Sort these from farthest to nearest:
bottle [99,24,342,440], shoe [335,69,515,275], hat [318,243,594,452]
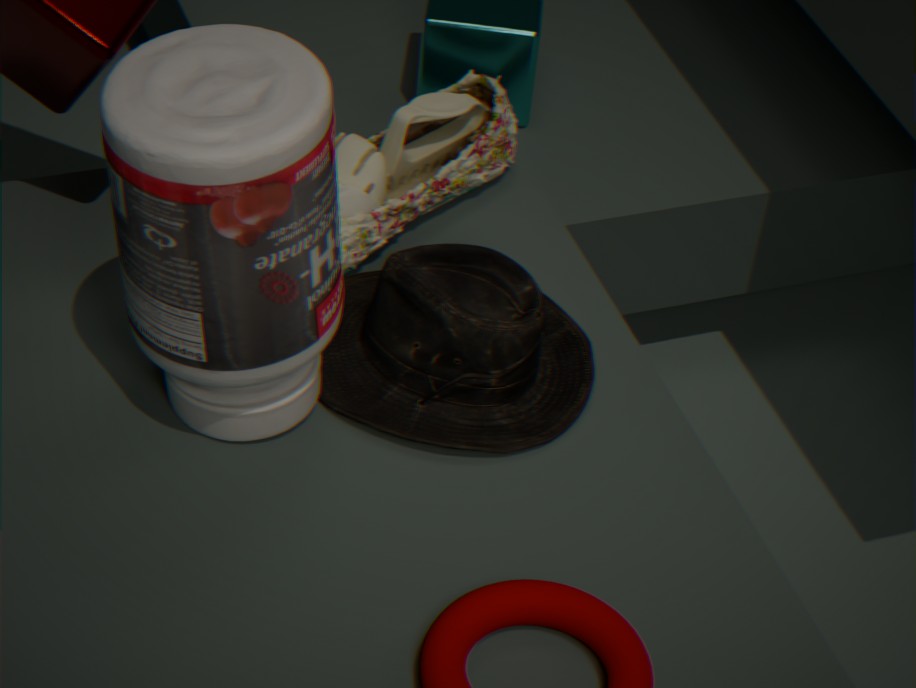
A: shoe [335,69,515,275] → hat [318,243,594,452] → bottle [99,24,342,440]
